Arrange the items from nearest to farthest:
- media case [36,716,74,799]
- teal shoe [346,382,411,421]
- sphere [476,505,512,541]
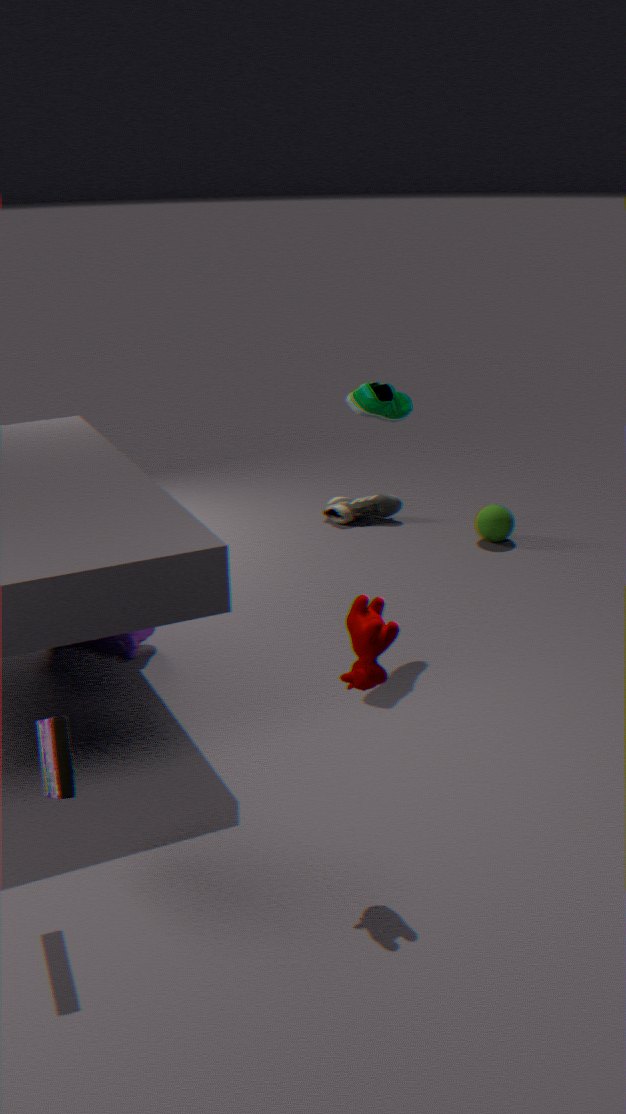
media case [36,716,74,799] → teal shoe [346,382,411,421] → sphere [476,505,512,541]
